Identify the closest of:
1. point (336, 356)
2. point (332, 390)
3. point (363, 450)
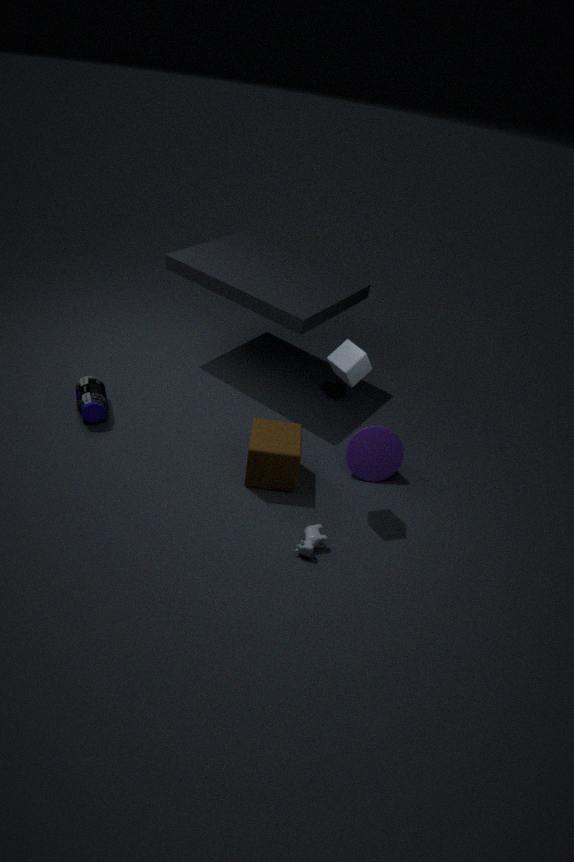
point (336, 356)
